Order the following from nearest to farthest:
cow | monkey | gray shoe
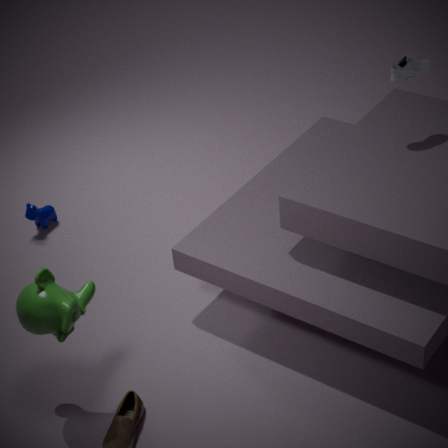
1. monkey
2. gray shoe
3. cow
